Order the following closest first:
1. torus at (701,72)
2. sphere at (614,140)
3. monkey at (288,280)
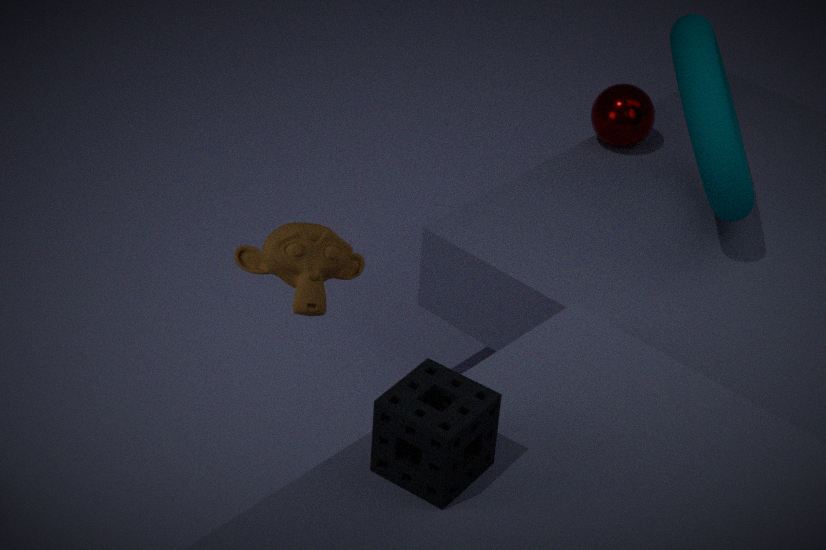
monkey at (288,280) < torus at (701,72) < sphere at (614,140)
